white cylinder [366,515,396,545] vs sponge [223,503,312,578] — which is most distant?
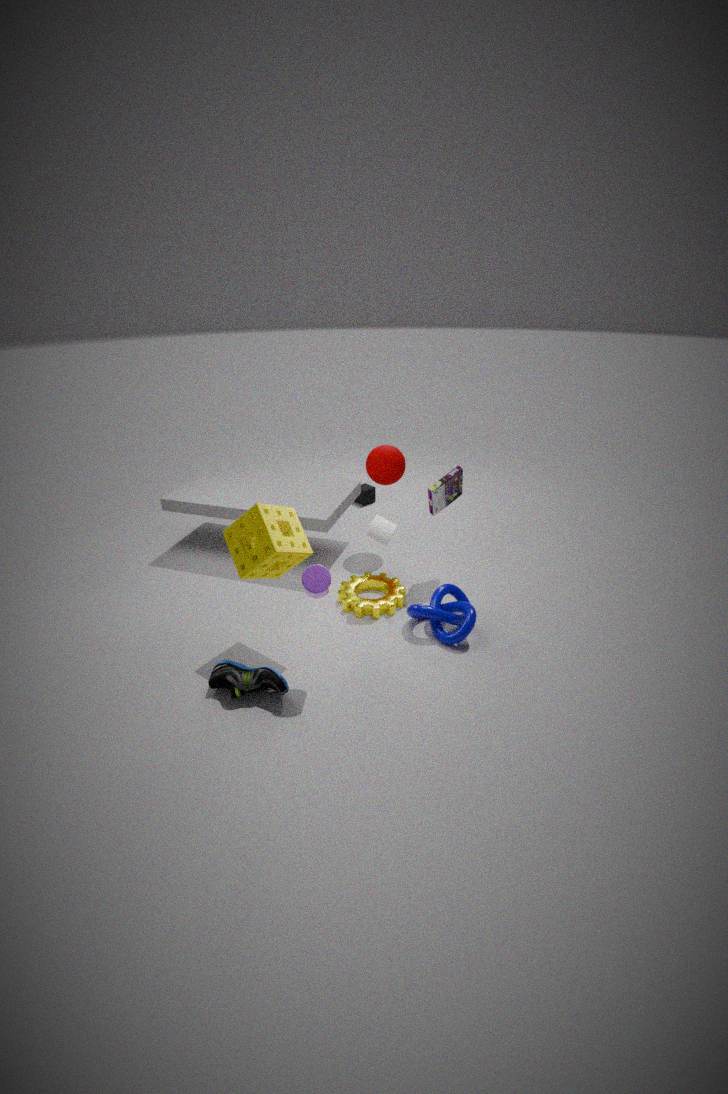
white cylinder [366,515,396,545]
